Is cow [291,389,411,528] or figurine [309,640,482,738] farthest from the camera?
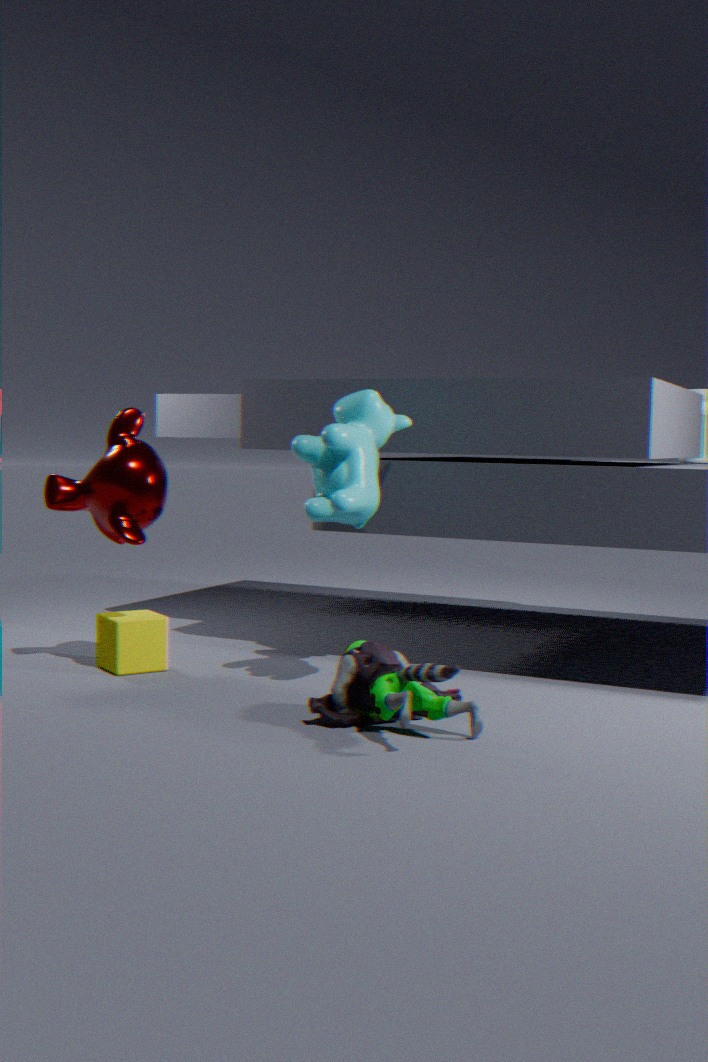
cow [291,389,411,528]
